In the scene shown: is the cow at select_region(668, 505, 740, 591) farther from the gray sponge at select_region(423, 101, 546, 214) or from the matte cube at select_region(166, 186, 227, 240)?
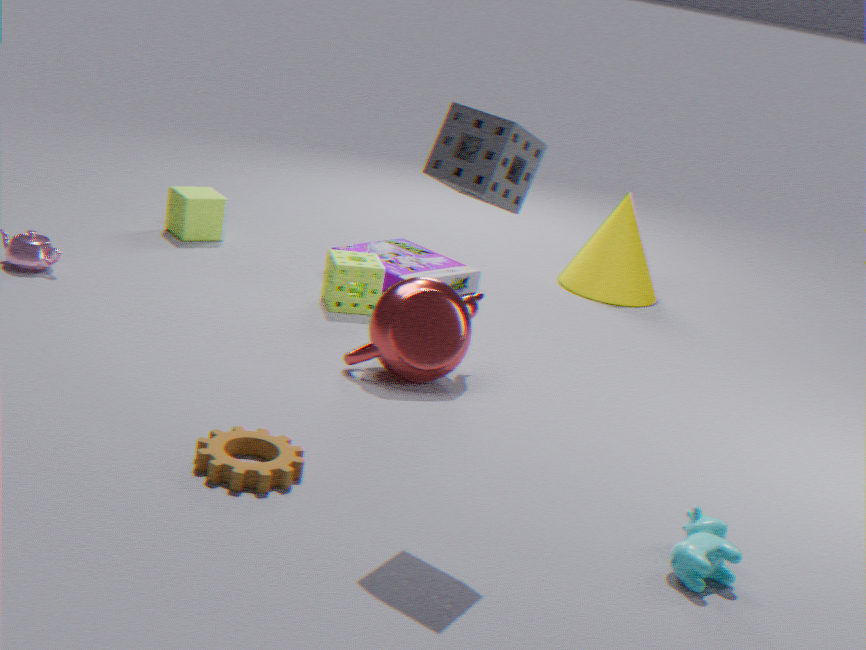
the matte cube at select_region(166, 186, 227, 240)
